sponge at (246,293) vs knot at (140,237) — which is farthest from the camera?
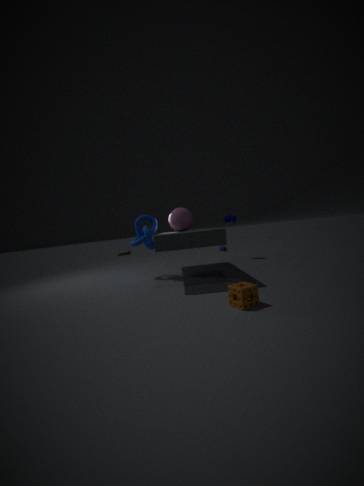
knot at (140,237)
